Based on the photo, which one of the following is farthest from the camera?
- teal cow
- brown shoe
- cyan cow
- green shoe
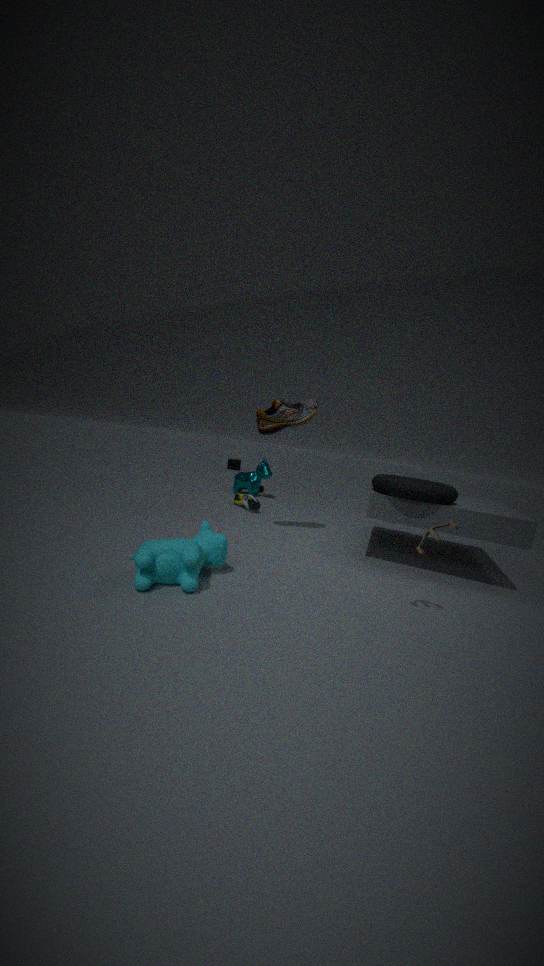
teal cow
